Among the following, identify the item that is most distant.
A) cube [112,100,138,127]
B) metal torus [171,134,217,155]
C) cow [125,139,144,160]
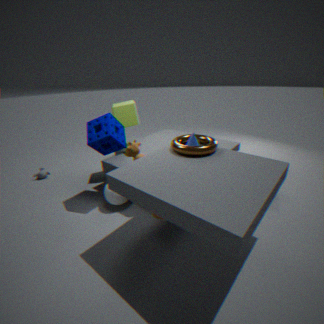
cube [112,100,138,127]
